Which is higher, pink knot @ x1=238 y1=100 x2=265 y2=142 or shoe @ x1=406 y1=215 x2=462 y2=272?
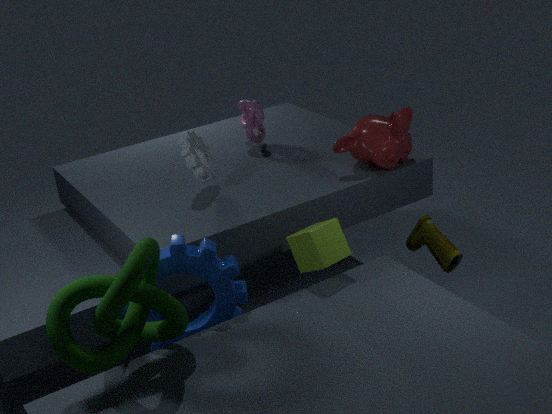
pink knot @ x1=238 y1=100 x2=265 y2=142
